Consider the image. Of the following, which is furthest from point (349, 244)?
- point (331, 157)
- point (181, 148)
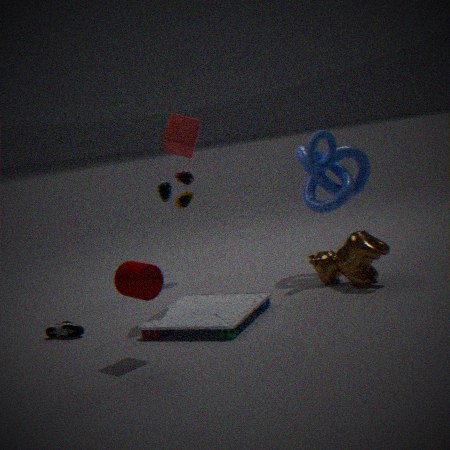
point (181, 148)
